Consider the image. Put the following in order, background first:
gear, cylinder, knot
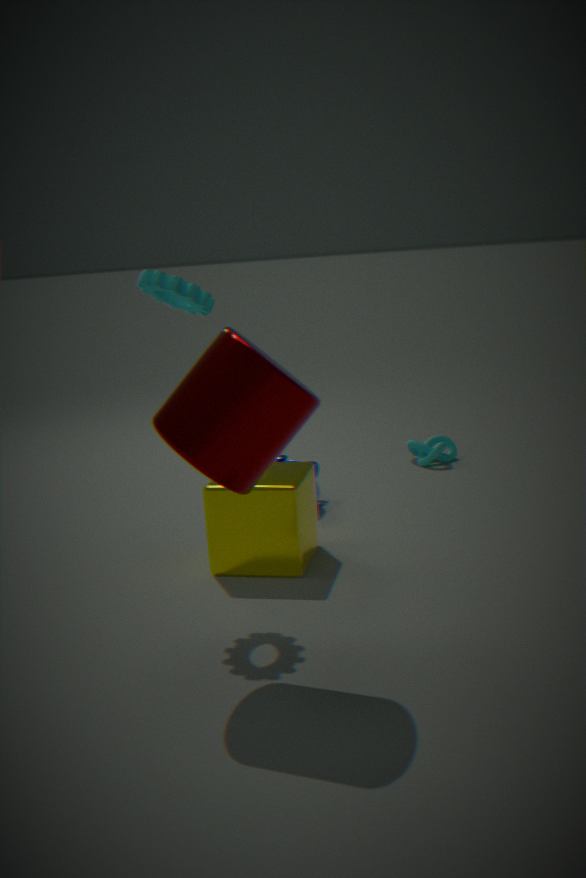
1. knot
2. gear
3. cylinder
